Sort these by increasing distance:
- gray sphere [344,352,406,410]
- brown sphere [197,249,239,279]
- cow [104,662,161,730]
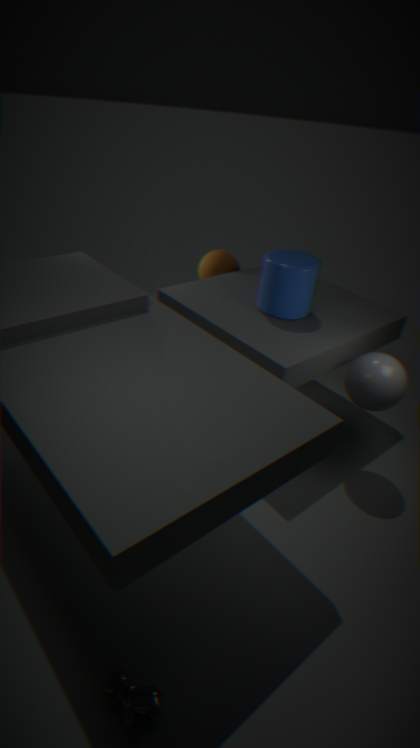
cow [104,662,161,730] < gray sphere [344,352,406,410] < brown sphere [197,249,239,279]
